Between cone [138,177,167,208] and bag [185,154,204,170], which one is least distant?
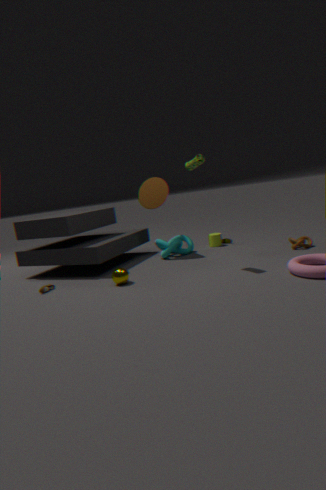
bag [185,154,204,170]
